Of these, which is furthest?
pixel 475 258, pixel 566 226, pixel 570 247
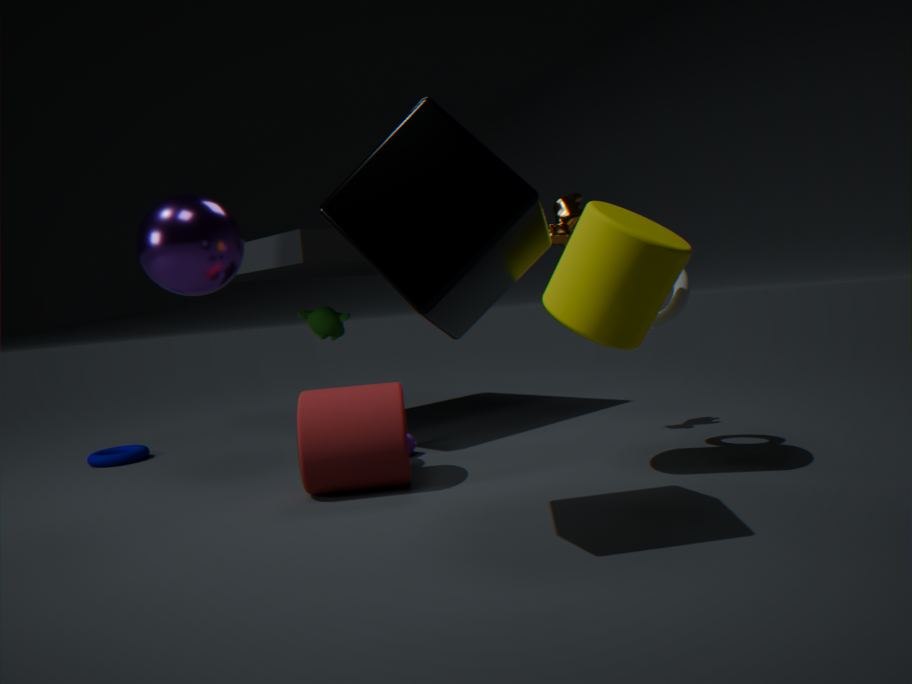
pixel 566 226
